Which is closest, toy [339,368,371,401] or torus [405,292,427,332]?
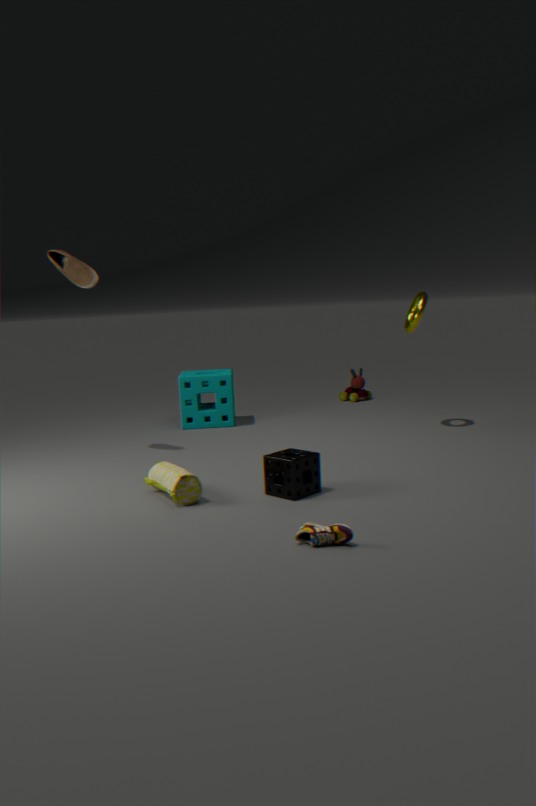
torus [405,292,427,332]
